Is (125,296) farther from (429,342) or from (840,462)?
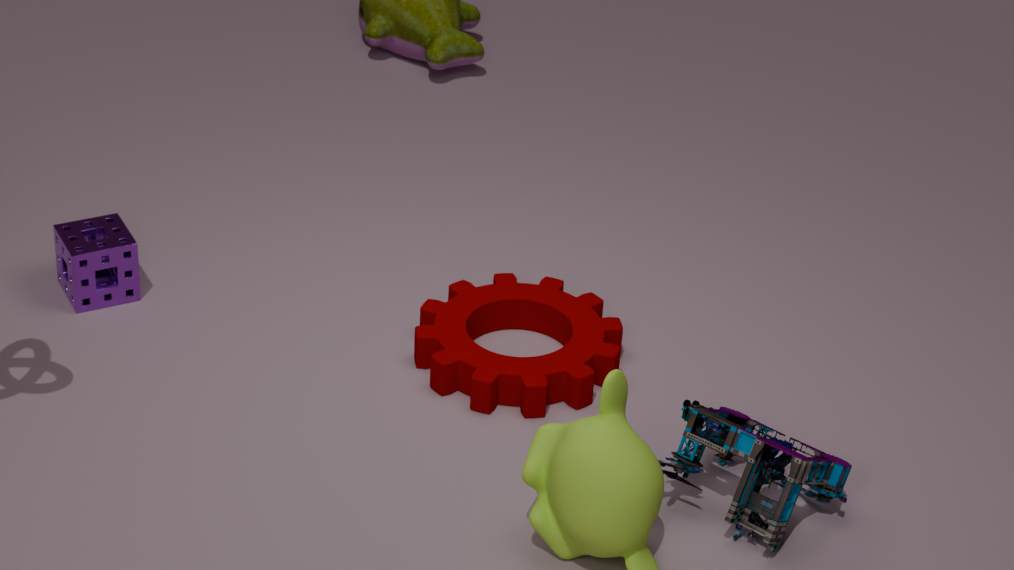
(840,462)
